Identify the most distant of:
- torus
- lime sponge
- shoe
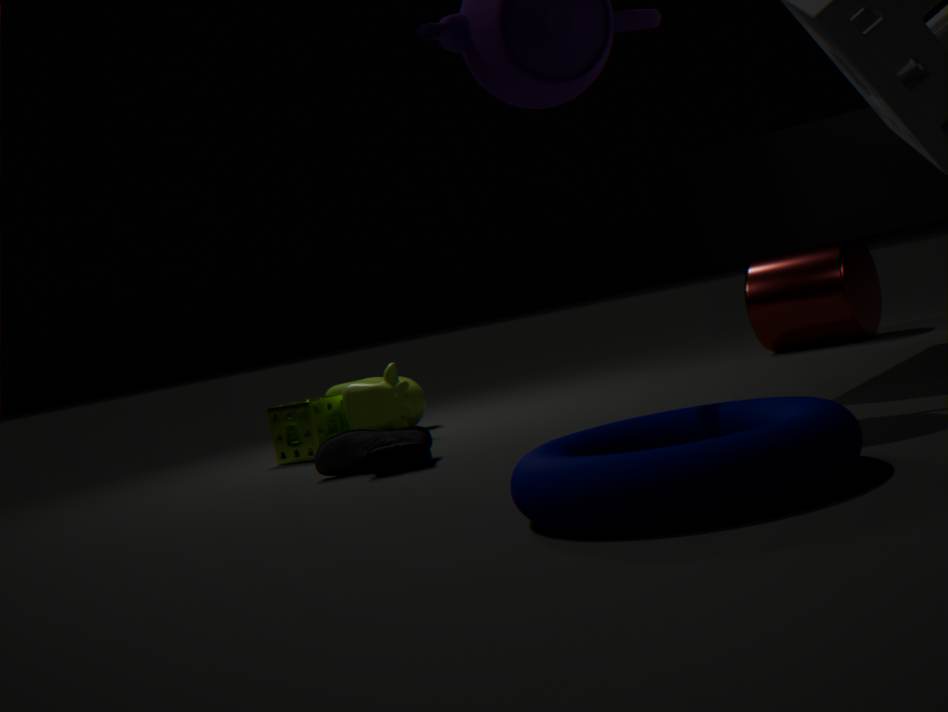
lime sponge
